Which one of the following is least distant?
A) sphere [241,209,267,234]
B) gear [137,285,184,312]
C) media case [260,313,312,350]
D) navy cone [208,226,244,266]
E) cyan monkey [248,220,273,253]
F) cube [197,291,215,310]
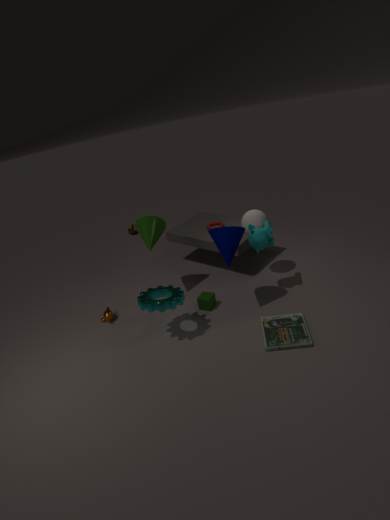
C. media case [260,313,312,350]
